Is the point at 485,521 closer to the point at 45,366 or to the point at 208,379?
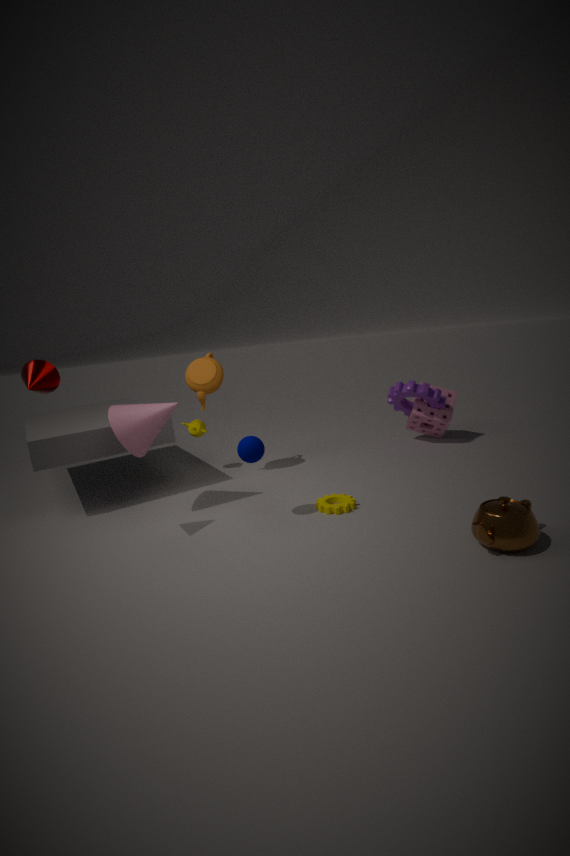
the point at 208,379
